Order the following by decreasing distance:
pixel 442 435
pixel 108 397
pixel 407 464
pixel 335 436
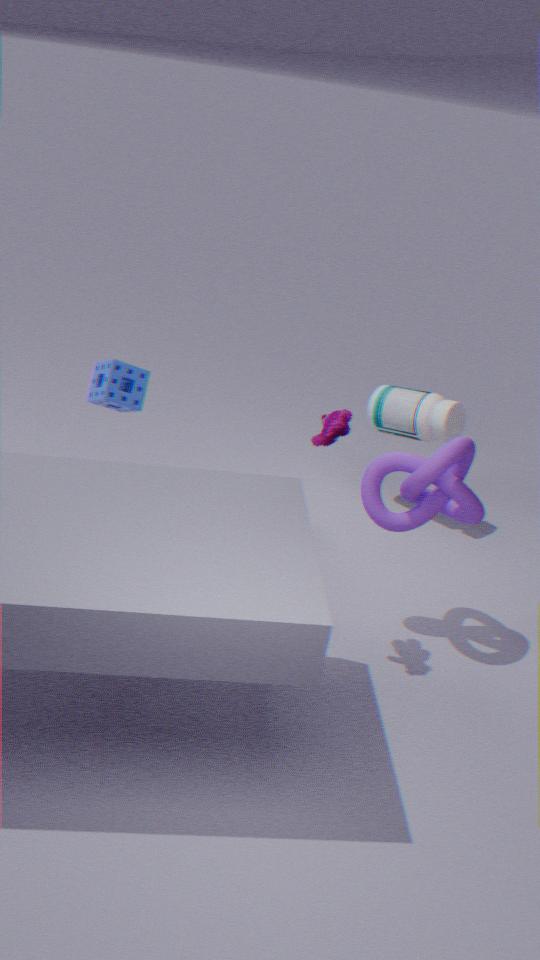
pixel 442 435, pixel 108 397, pixel 407 464, pixel 335 436
